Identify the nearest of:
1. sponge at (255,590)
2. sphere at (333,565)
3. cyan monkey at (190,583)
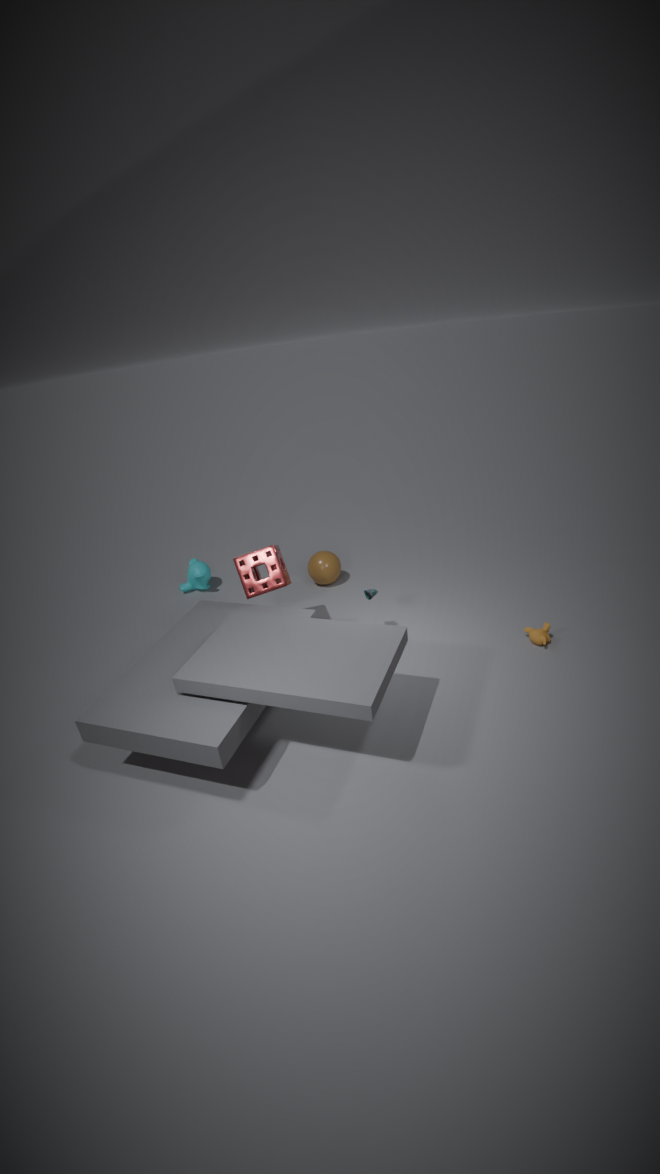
sponge at (255,590)
